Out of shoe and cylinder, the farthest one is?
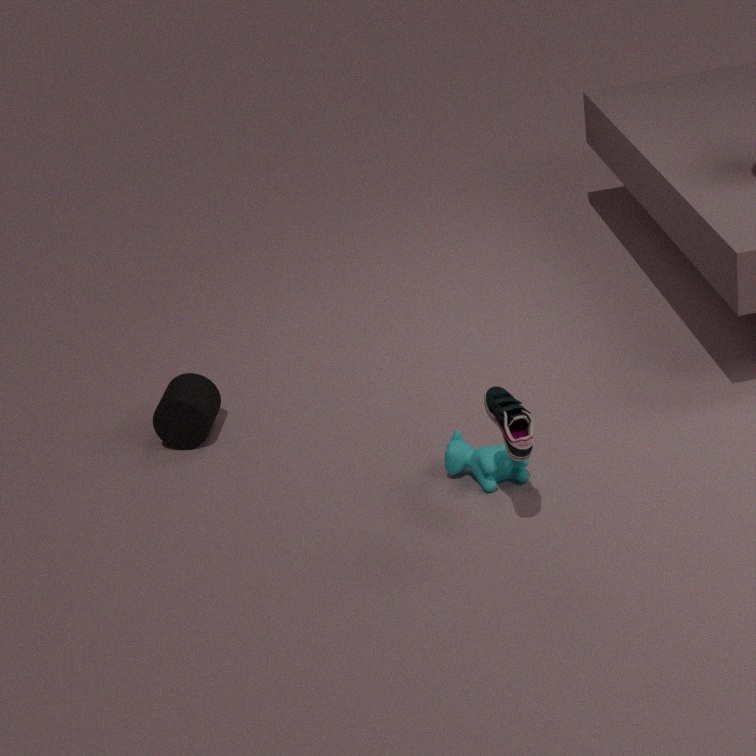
cylinder
